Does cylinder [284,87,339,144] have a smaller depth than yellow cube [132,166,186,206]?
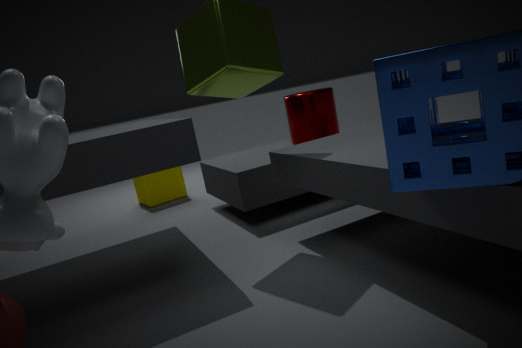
Yes
